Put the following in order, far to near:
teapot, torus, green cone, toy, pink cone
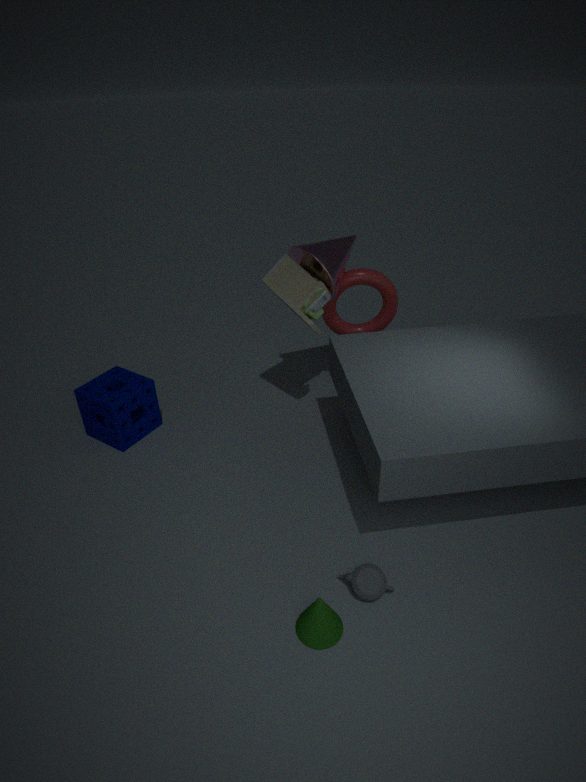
torus
pink cone
toy
teapot
green cone
